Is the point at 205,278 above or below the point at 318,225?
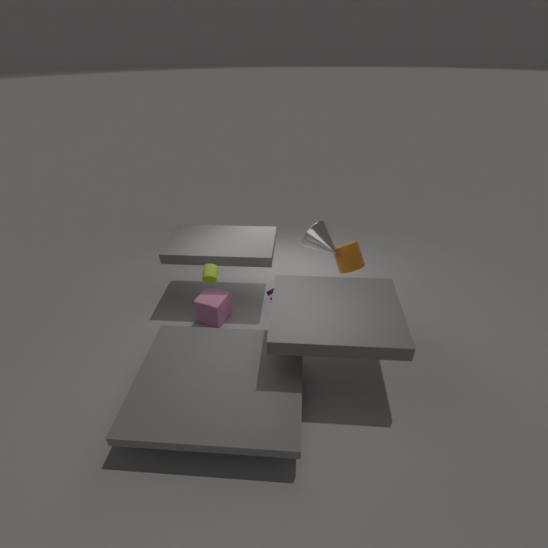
below
